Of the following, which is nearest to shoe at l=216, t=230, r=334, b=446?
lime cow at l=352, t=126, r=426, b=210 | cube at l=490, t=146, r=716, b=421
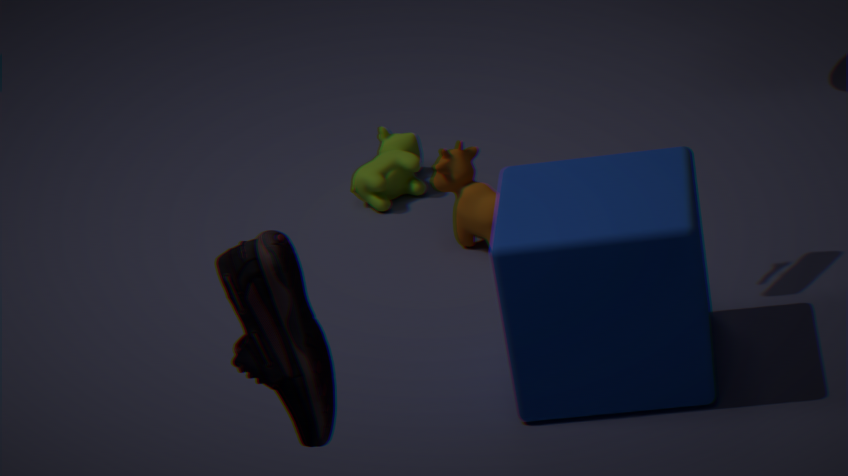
cube at l=490, t=146, r=716, b=421
